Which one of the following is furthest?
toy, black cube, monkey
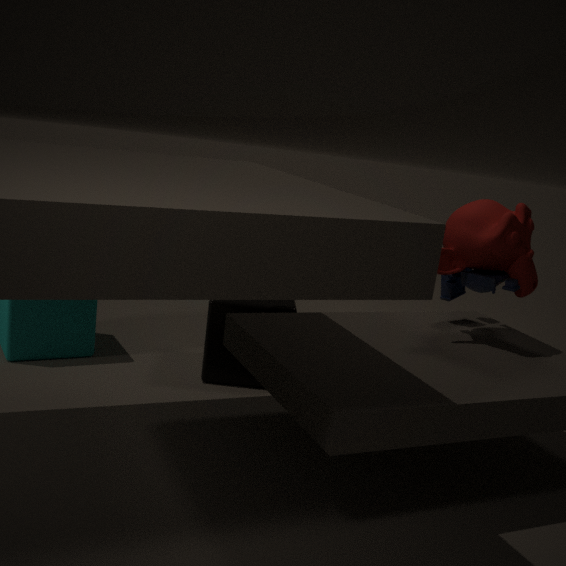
black cube
